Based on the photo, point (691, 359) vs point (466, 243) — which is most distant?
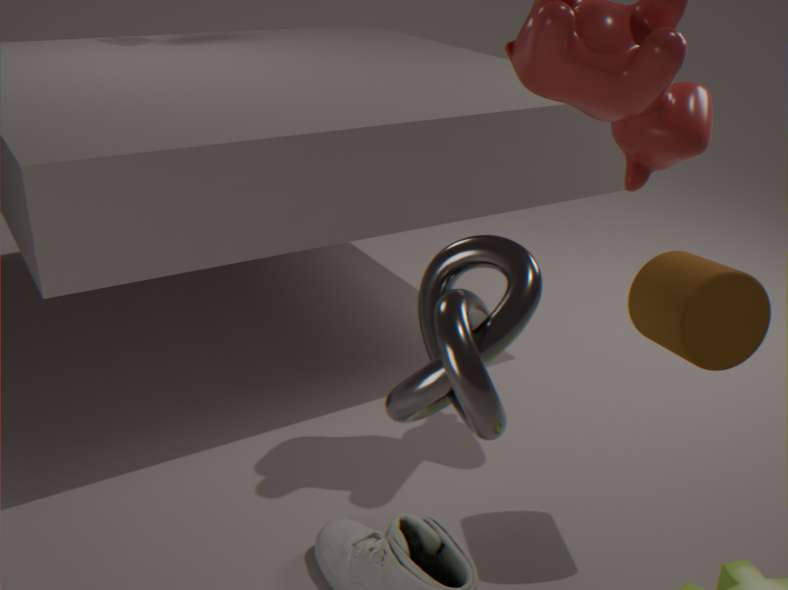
point (691, 359)
